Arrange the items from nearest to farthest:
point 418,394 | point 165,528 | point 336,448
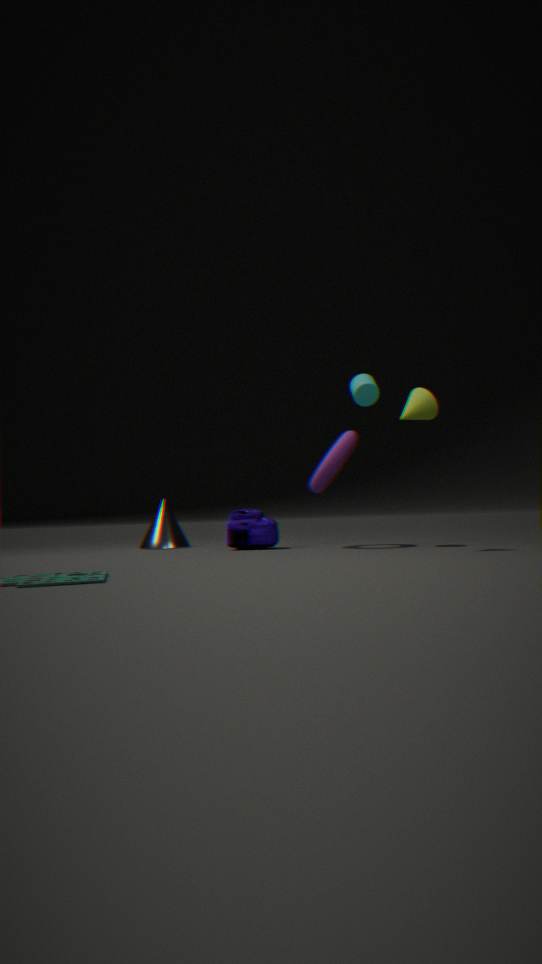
point 418,394 → point 336,448 → point 165,528
